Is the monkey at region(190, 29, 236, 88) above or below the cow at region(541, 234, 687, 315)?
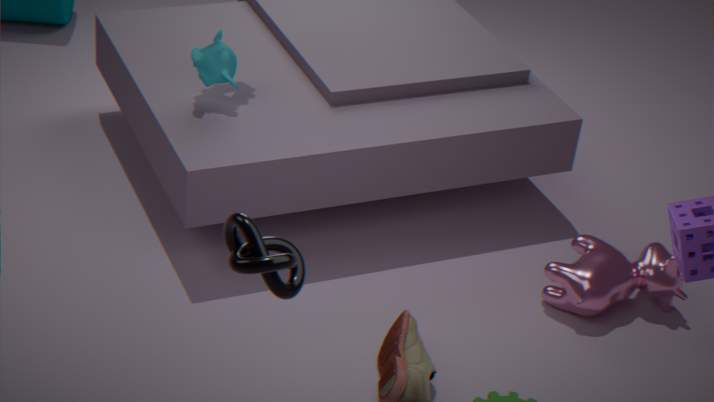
above
